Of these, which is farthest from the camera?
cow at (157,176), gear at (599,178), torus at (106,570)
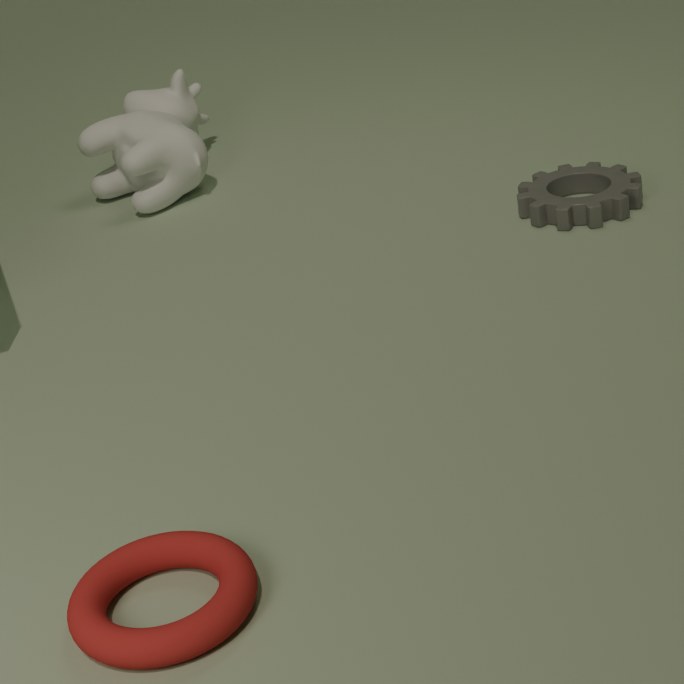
cow at (157,176)
